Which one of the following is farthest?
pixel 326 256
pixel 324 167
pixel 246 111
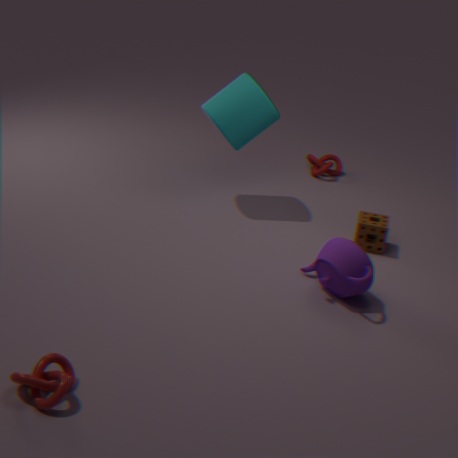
pixel 324 167
